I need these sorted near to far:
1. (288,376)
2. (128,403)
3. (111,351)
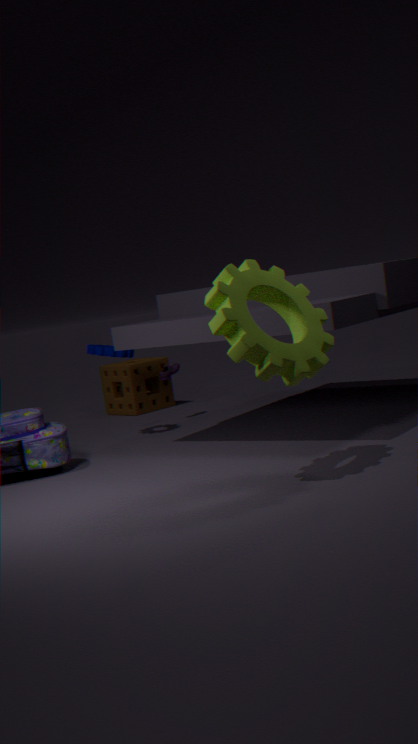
(288,376) → (111,351) → (128,403)
